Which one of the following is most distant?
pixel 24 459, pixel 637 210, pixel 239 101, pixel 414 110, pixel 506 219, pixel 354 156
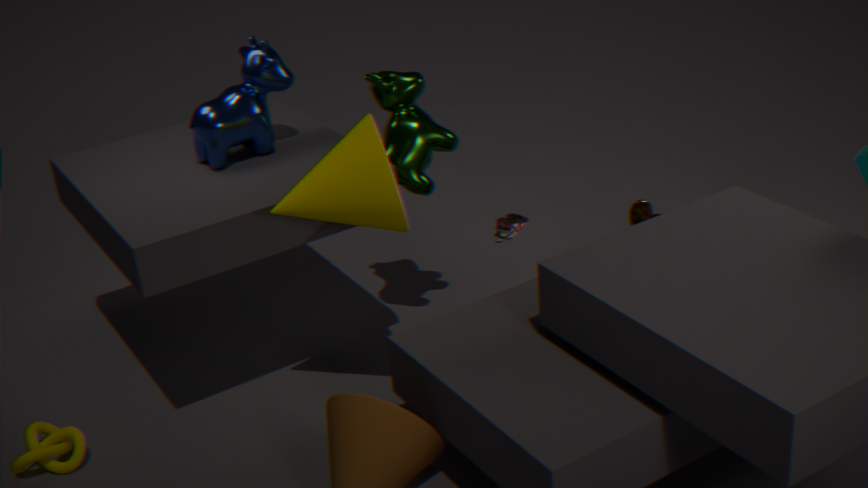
pixel 637 210
